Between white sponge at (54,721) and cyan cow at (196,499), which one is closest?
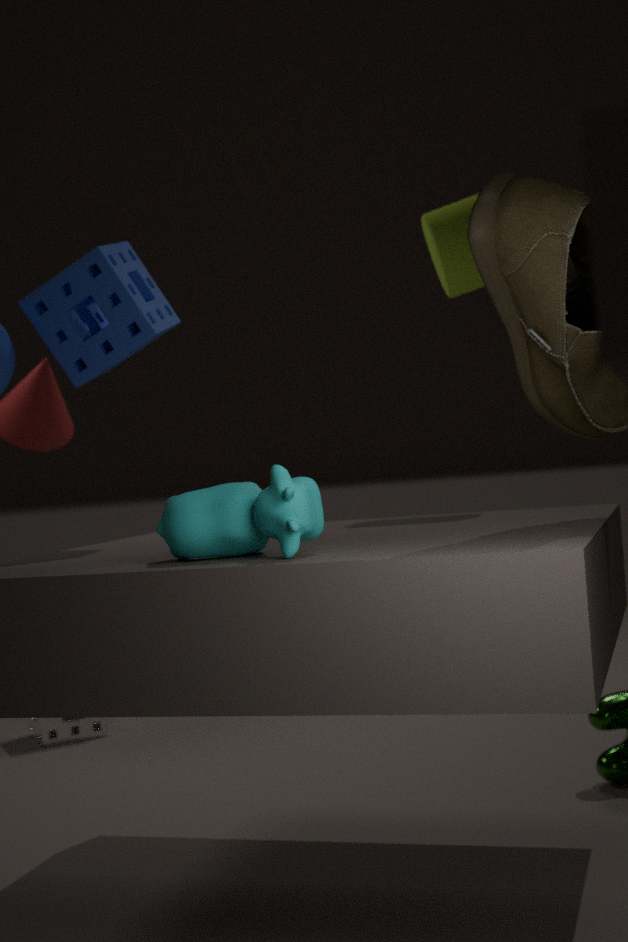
A: cyan cow at (196,499)
